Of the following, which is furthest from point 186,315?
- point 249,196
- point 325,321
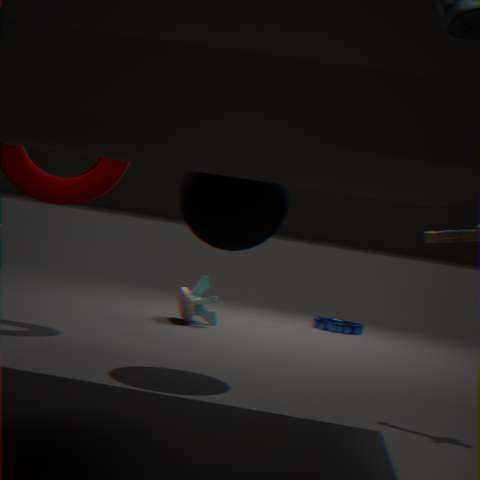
point 249,196
